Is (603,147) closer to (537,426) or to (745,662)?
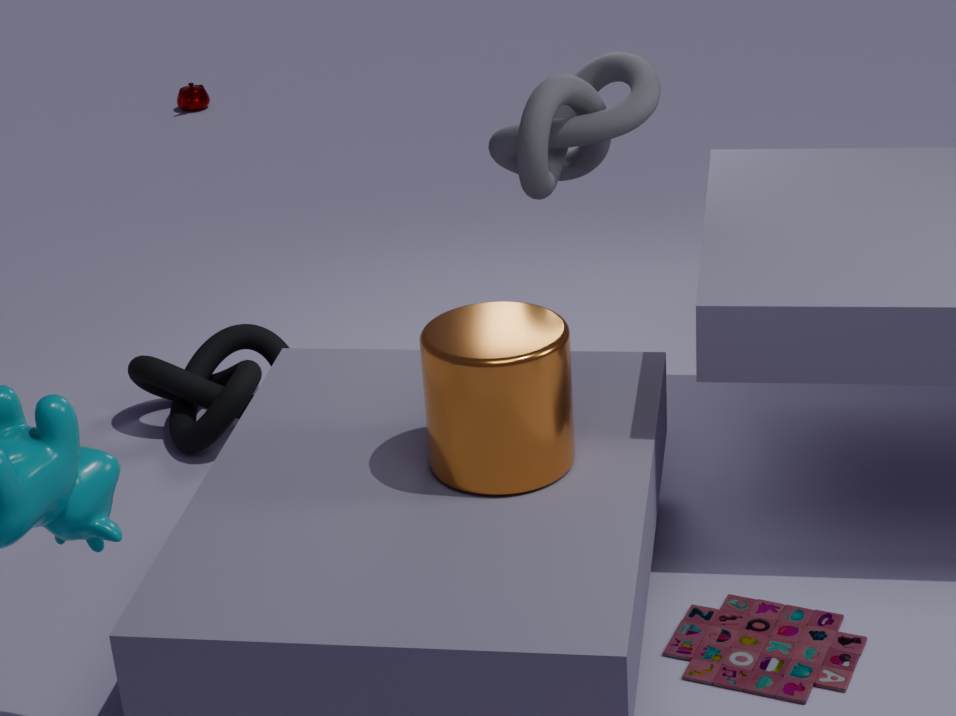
(537,426)
